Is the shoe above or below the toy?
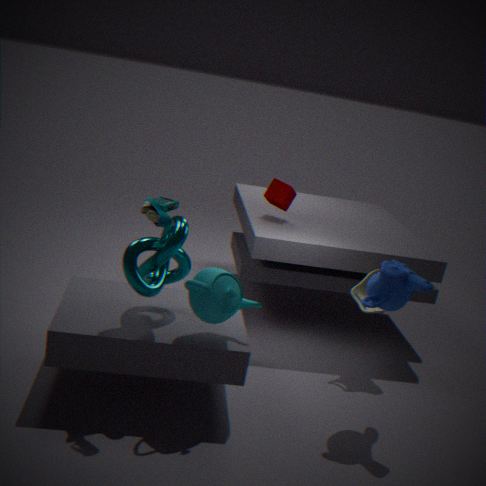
above
